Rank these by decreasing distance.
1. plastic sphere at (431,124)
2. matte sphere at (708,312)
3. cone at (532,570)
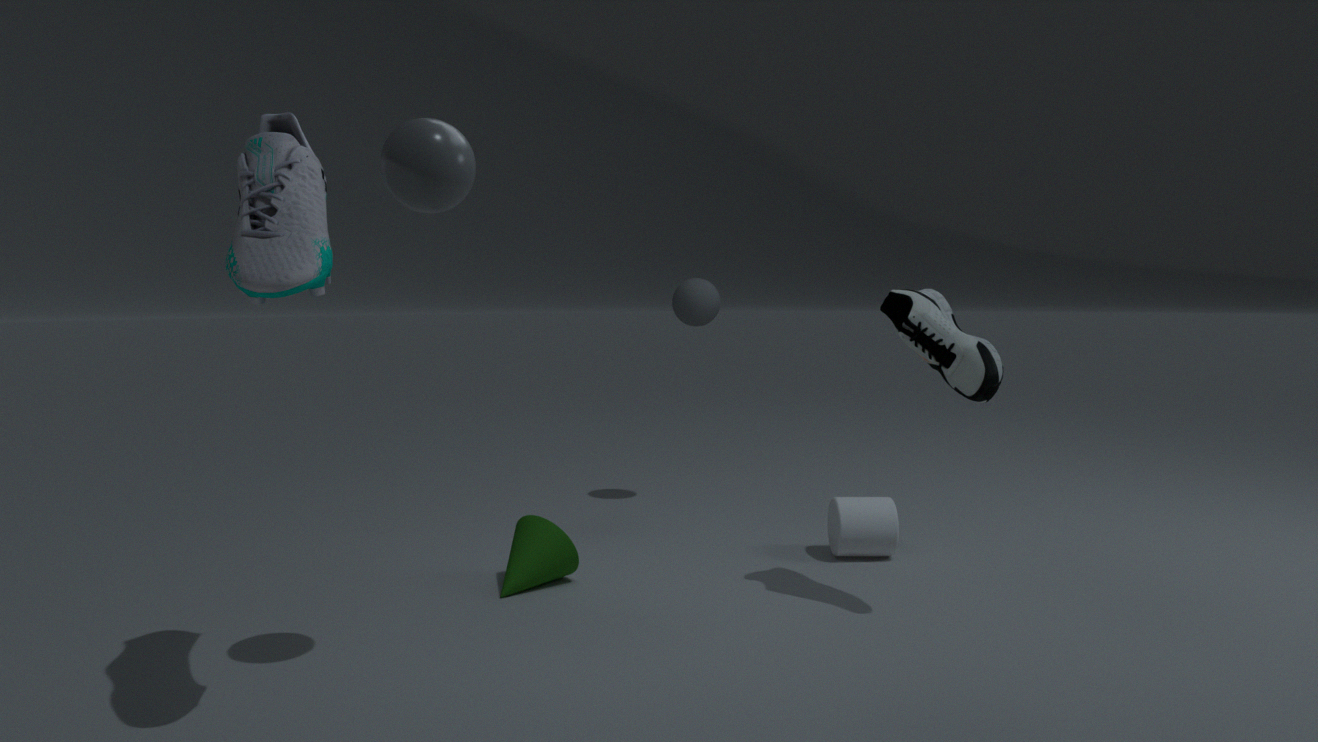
matte sphere at (708,312)
cone at (532,570)
plastic sphere at (431,124)
